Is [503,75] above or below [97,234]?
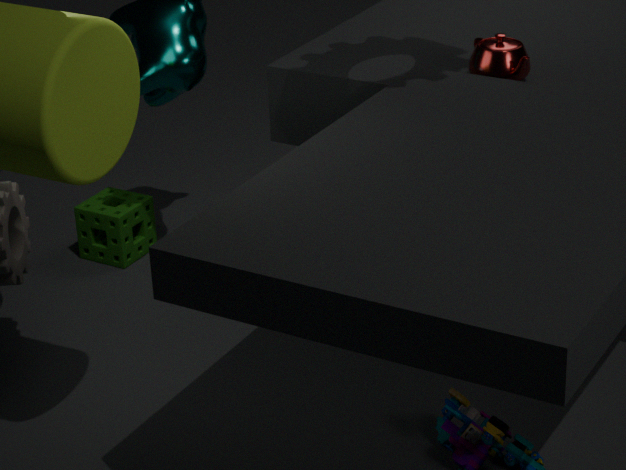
above
